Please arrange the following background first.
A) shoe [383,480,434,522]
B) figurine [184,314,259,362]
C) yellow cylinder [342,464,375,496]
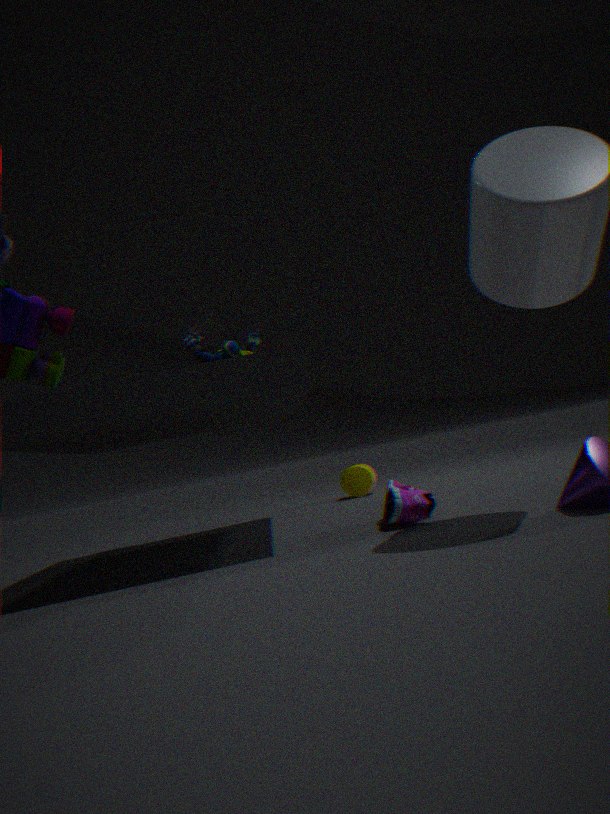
C. yellow cylinder [342,464,375,496]
B. figurine [184,314,259,362]
A. shoe [383,480,434,522]
